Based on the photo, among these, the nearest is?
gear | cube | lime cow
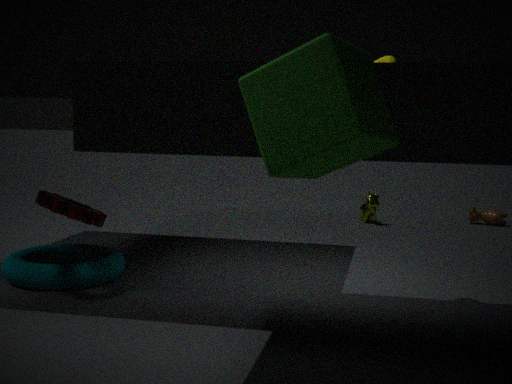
cube
